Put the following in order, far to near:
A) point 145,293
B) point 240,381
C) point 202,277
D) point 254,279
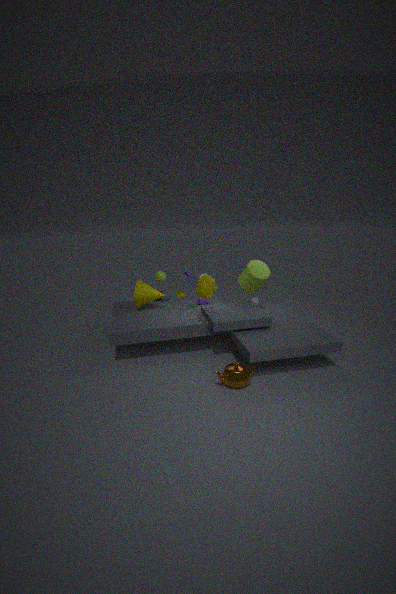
point 145,293 < point 254,279 < point 202,277 < point 240,381
